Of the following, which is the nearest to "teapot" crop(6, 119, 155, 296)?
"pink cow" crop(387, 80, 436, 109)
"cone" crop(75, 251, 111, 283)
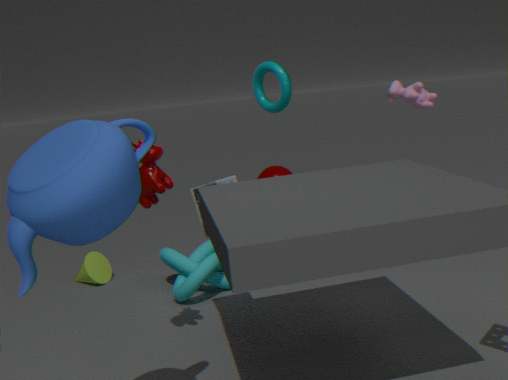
"pink cow" crop(387, 80, 436, 109)
